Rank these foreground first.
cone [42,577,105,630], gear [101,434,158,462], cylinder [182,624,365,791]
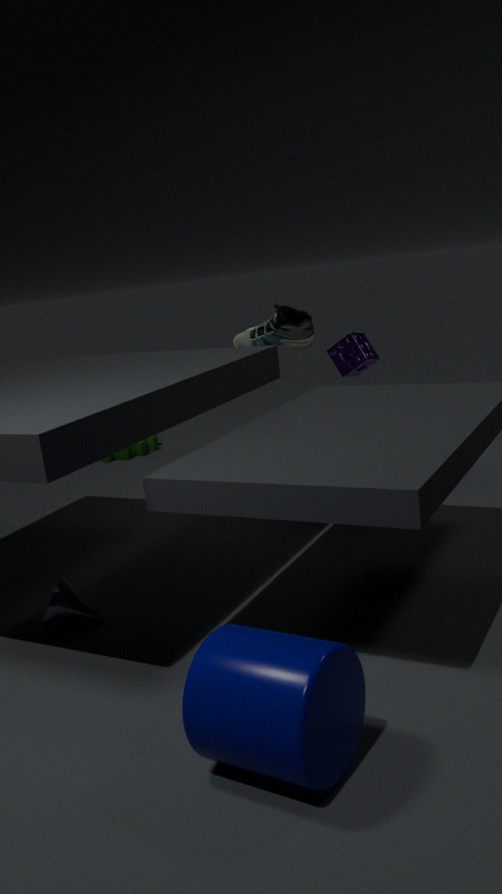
cylinder [182,624,365,791] → cone [42,577,105,630] → gear [101,434,158,462]
